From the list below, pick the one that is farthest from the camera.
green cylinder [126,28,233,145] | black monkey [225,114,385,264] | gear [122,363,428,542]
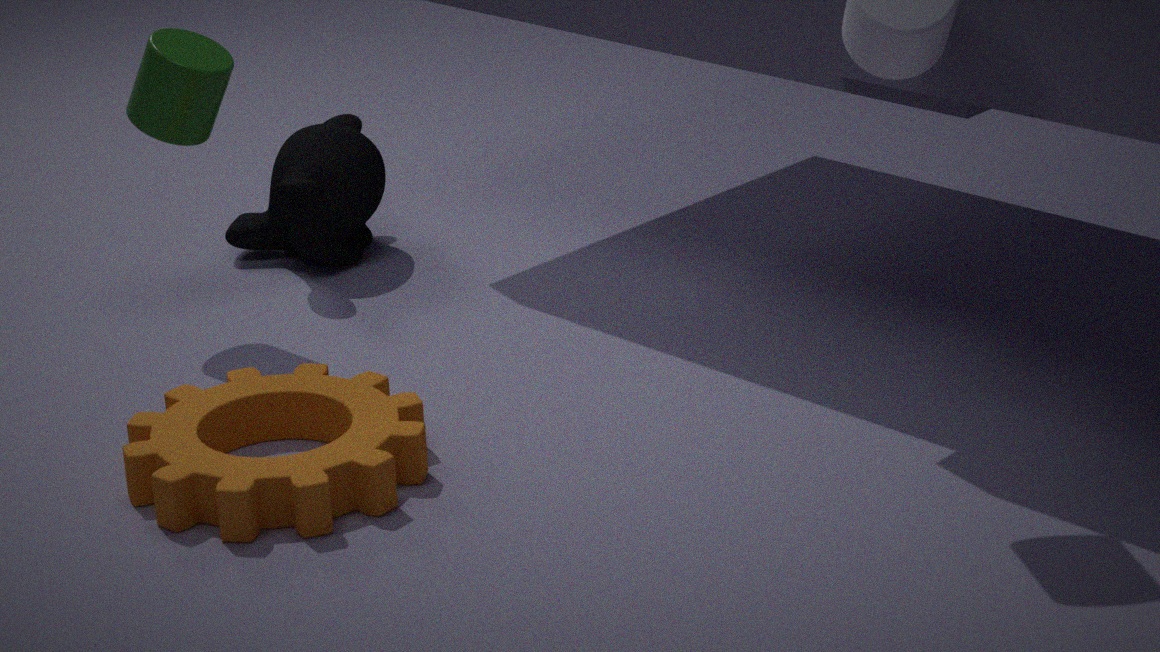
black monkey [225,114,385,264]
